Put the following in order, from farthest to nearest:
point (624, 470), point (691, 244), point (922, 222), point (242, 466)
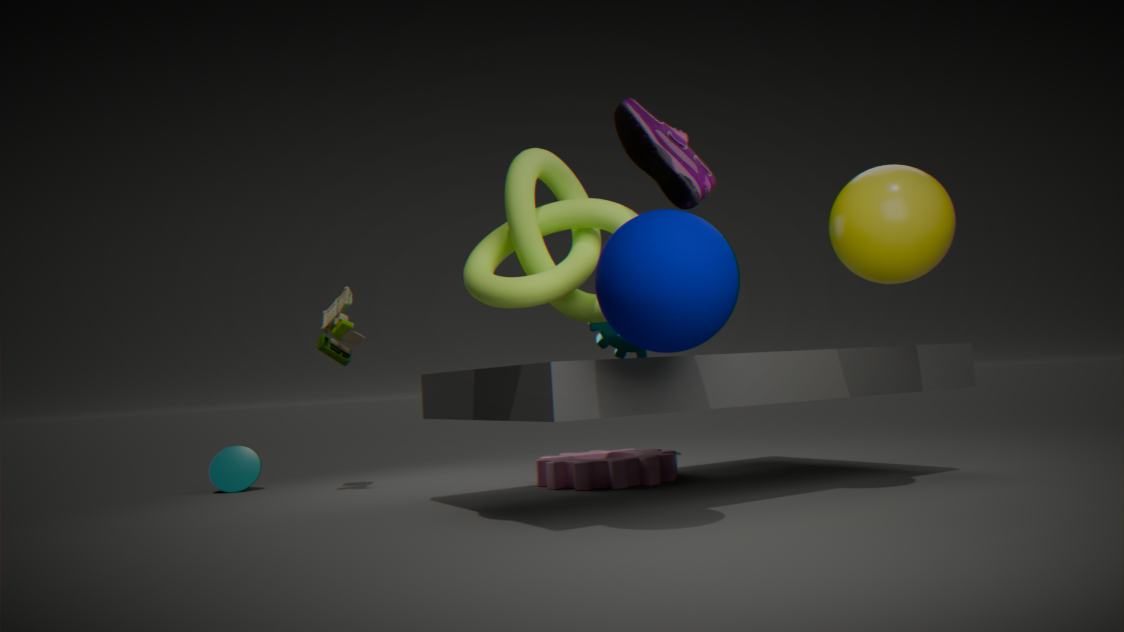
point (242, 466), point (624, 470), point (922, 222), point (691, 244)
